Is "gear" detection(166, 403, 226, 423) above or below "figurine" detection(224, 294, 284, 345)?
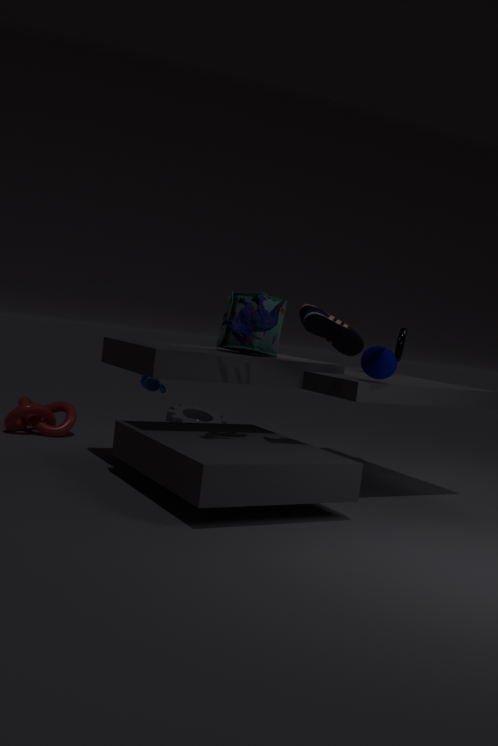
below
